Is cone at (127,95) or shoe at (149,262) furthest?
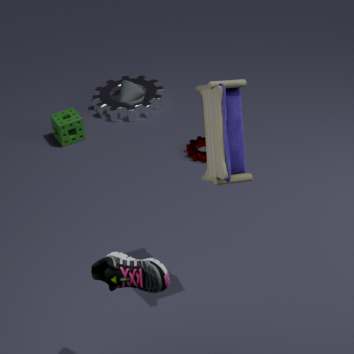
cone at (127,95)
